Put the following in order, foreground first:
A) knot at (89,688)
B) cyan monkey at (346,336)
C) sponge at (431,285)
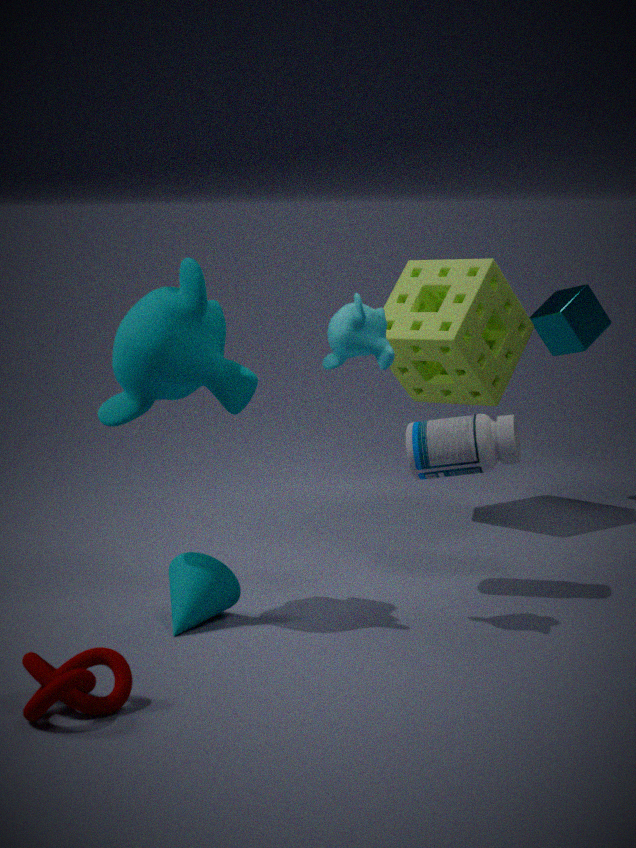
1. knot at (89,688)
2. cyan monkey at (346,336)
3. sponge at (431,285)
